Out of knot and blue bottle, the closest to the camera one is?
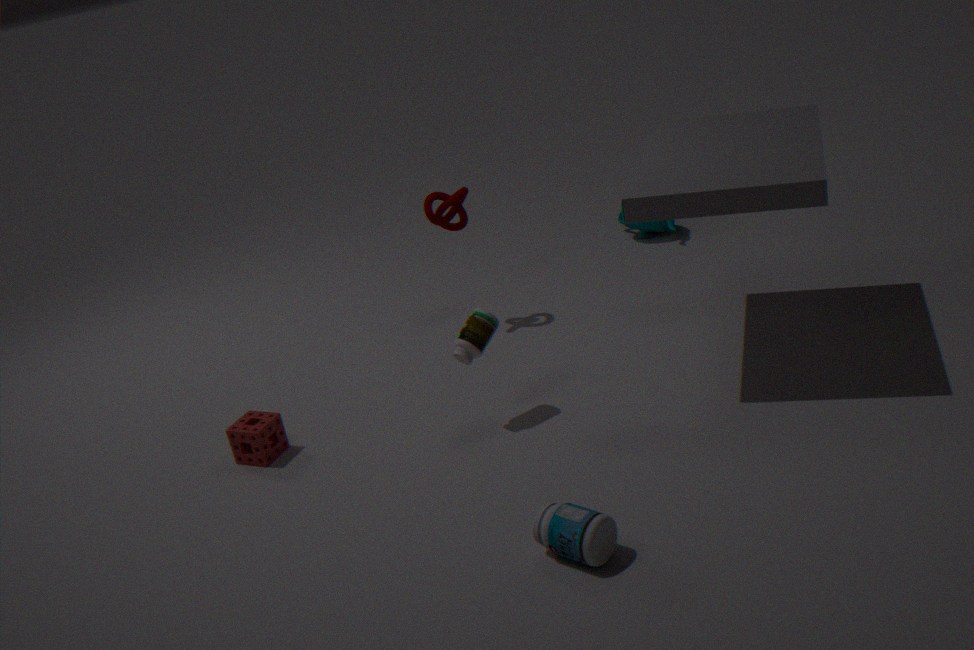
blue bottle
